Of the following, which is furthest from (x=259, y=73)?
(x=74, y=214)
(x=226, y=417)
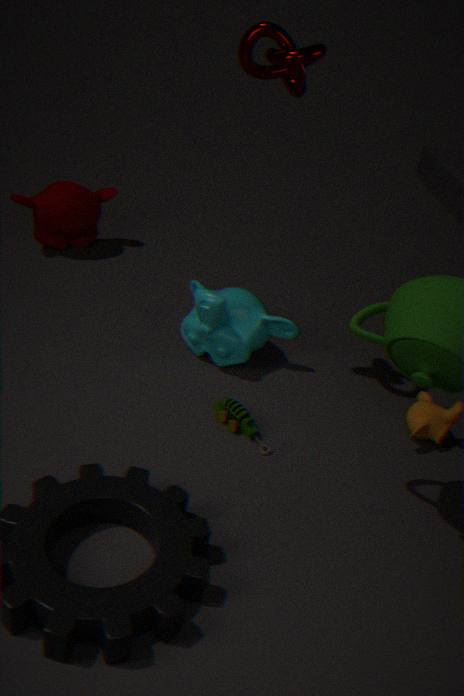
(x=74, y=214)
